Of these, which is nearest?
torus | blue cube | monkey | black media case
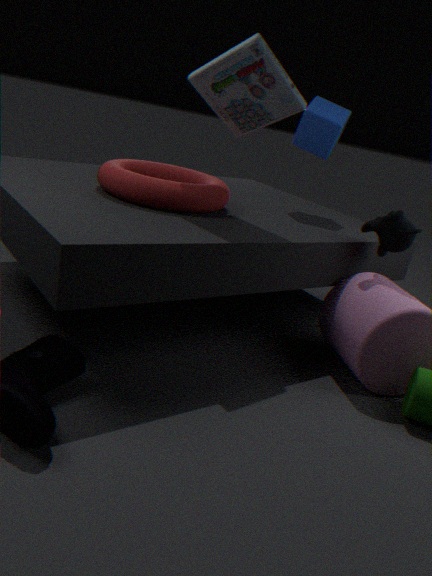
black media case
